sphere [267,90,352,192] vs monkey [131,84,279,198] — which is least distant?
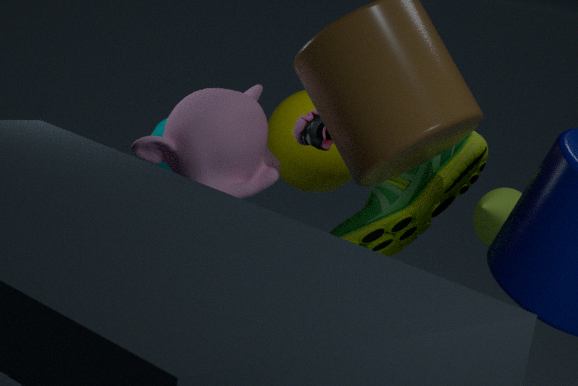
monkey [131,84,279,198]
